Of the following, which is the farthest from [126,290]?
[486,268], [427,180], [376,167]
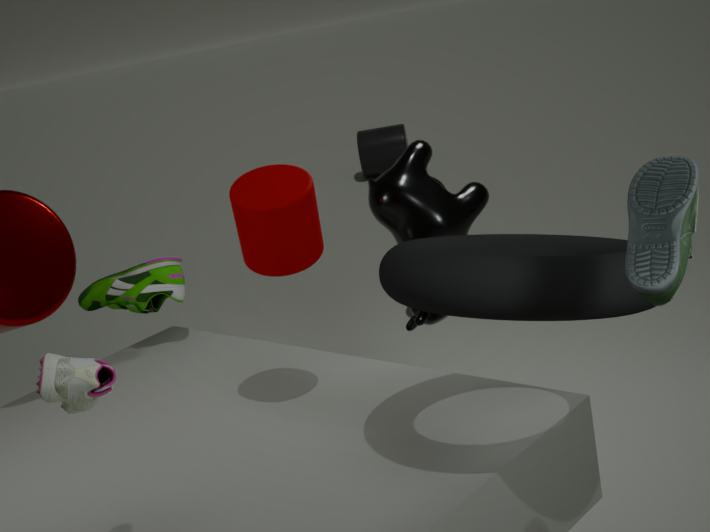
[376,167]
